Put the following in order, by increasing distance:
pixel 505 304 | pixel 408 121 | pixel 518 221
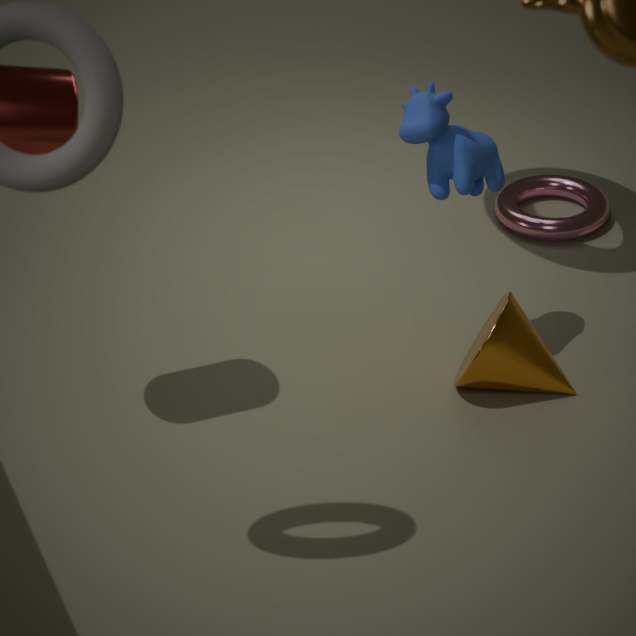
pixel 408 121, pixel 505 304, pixel 518 221
